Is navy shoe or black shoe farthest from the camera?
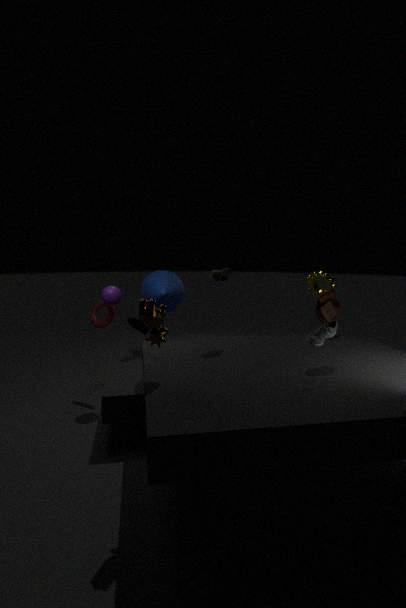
navy shoe
